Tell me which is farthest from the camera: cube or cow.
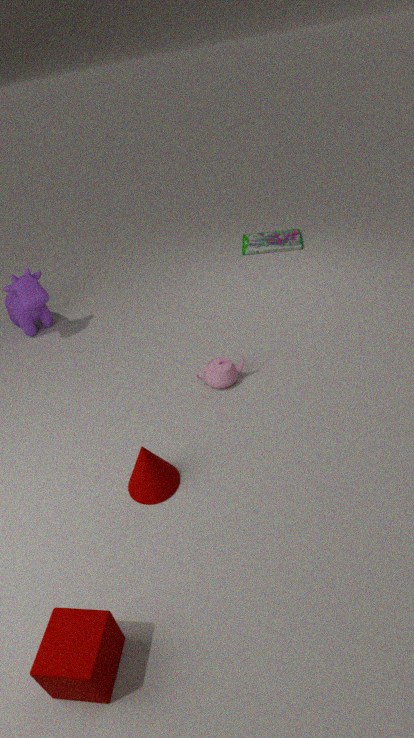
cow
